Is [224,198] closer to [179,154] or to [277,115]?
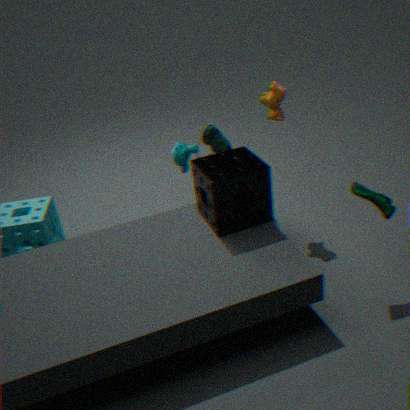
[277,115]
